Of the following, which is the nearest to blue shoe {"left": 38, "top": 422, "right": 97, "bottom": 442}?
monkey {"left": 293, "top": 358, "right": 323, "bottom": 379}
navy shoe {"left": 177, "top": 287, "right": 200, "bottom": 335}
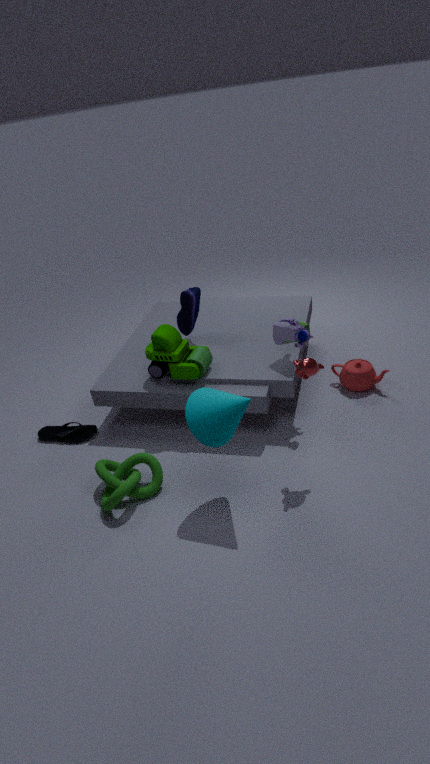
navy shoe {"left": 177, "top": 287, "right": 200, "bottom": 335}
